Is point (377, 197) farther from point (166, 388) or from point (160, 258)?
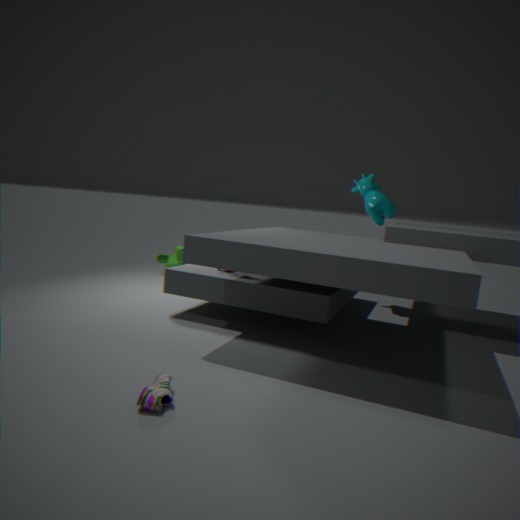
point (166, 388)
